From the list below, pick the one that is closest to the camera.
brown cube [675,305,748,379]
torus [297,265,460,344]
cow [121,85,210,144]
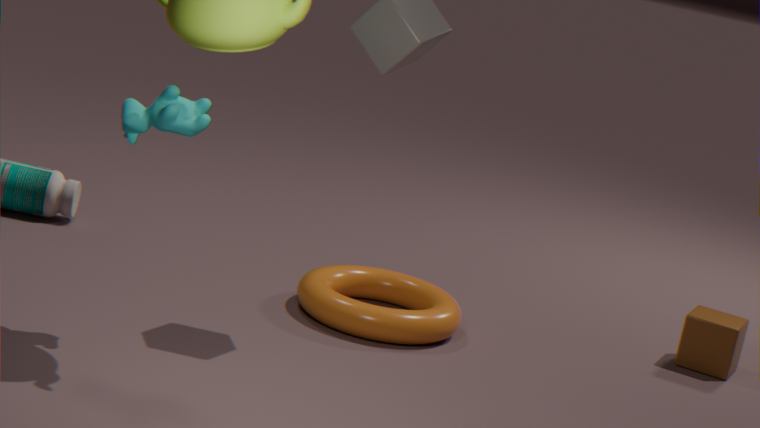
cow [121,85,210,144]
